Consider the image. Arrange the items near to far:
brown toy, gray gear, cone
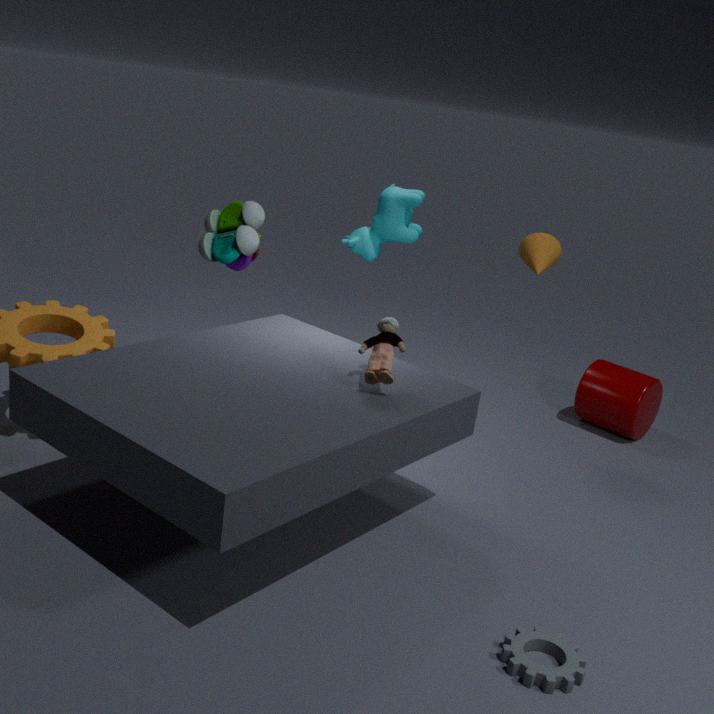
gray gear < brown toy < cone
